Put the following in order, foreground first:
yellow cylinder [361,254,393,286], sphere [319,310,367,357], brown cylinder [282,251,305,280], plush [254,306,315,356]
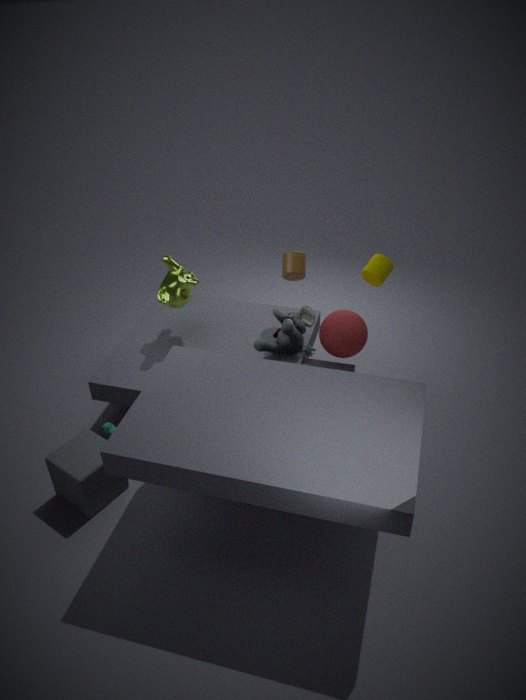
1. sphere [319,310,367,357]
2. plush [254,306,315,356]
3. yellow cylinder [361,254,393,286]
4. brown cylinder [282,251,305,280]
